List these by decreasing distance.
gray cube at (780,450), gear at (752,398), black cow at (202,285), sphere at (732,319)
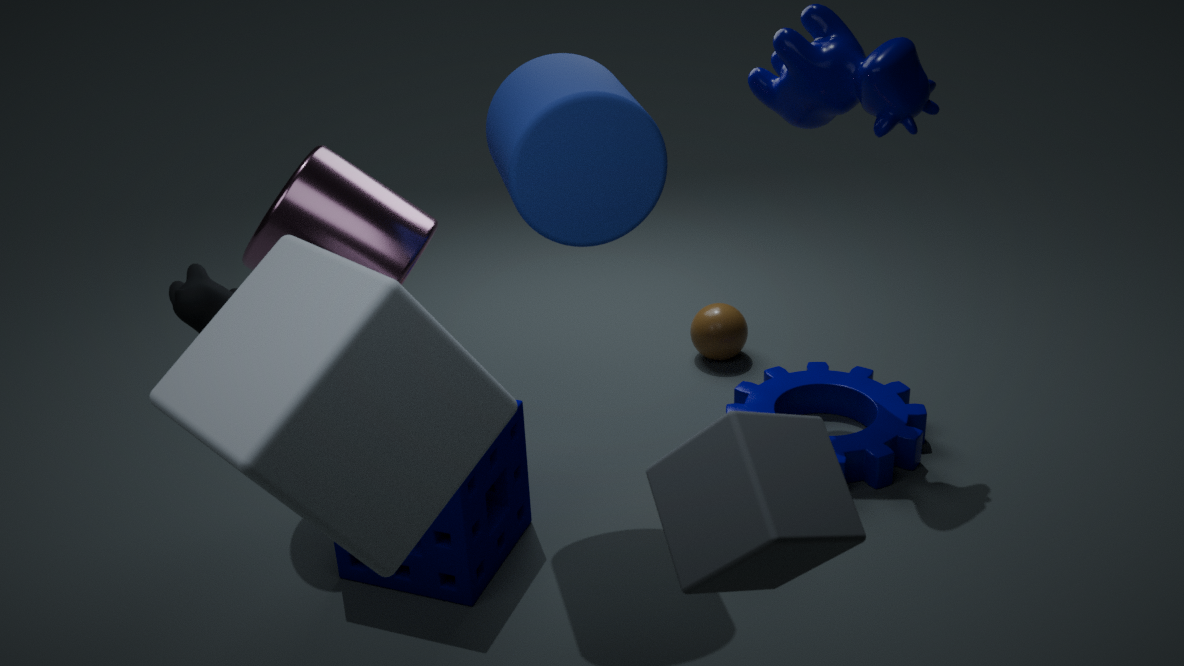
sphere at (732,319) < gear at (752,398) < black cow at (202,285) < gray cube at (780,450)
